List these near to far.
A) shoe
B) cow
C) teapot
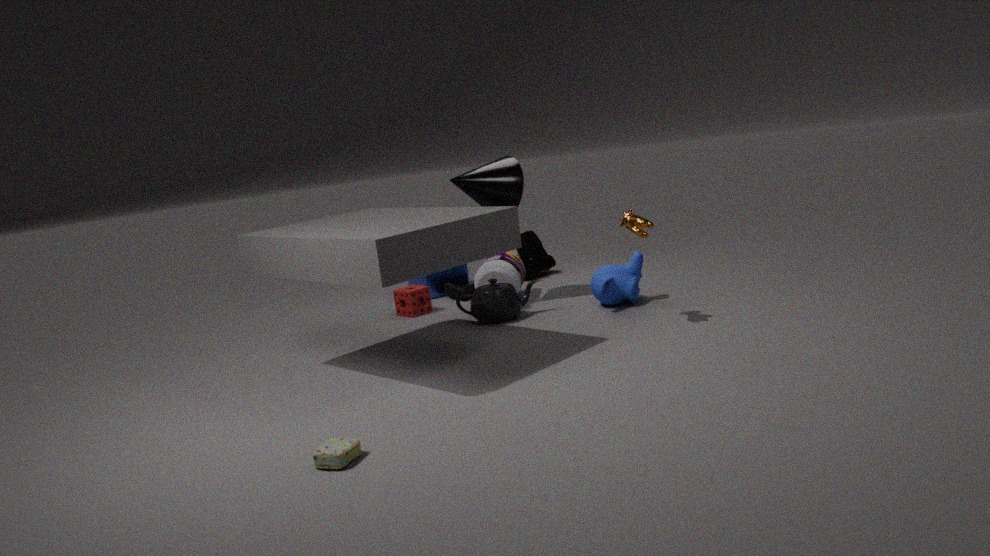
cow
teapot
shoe
